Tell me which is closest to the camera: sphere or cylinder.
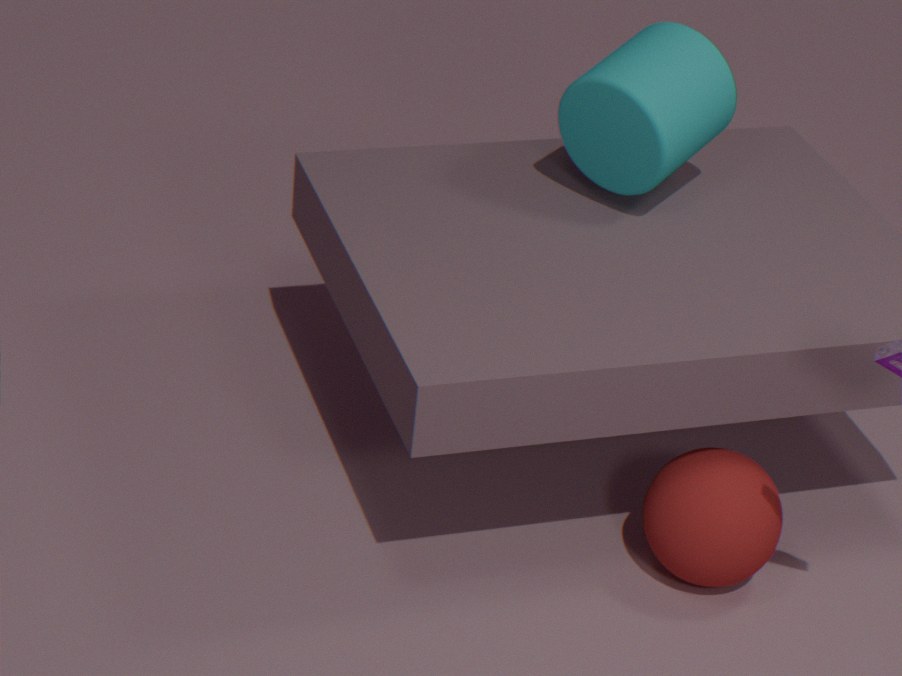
sphere
